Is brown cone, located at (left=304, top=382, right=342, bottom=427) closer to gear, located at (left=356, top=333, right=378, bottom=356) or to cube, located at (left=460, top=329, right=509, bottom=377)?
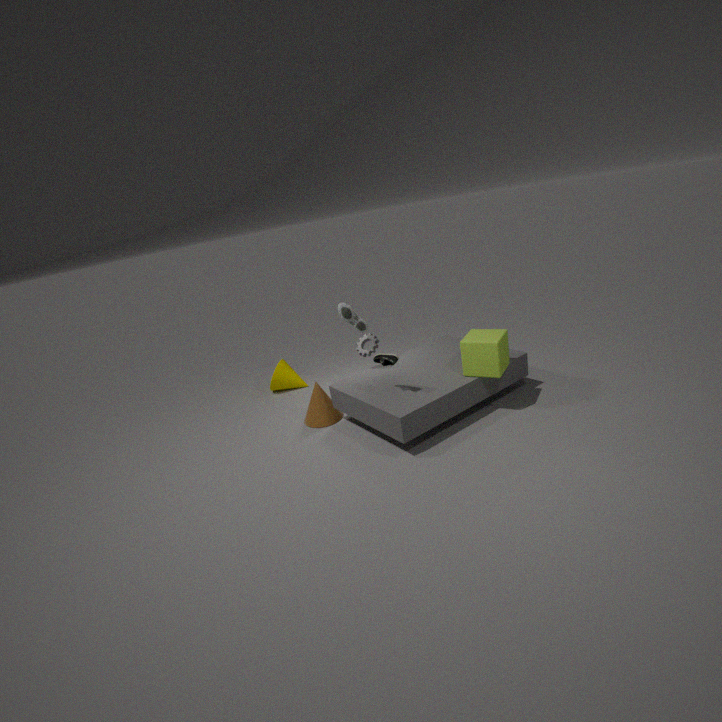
gear, located at (left=356, top=333, right=378, bottom=356)
